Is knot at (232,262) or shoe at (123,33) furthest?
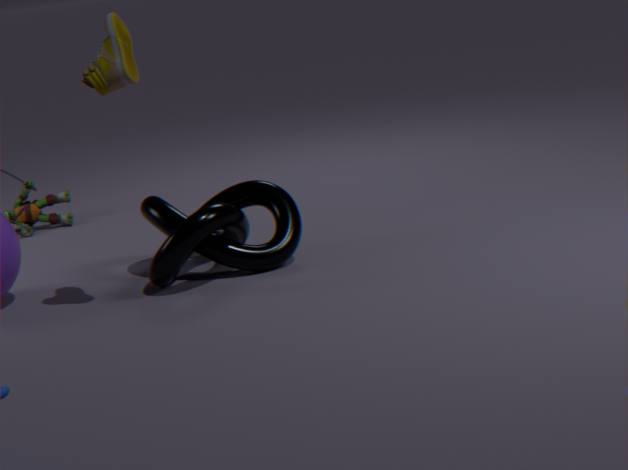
knot at (232,262)
